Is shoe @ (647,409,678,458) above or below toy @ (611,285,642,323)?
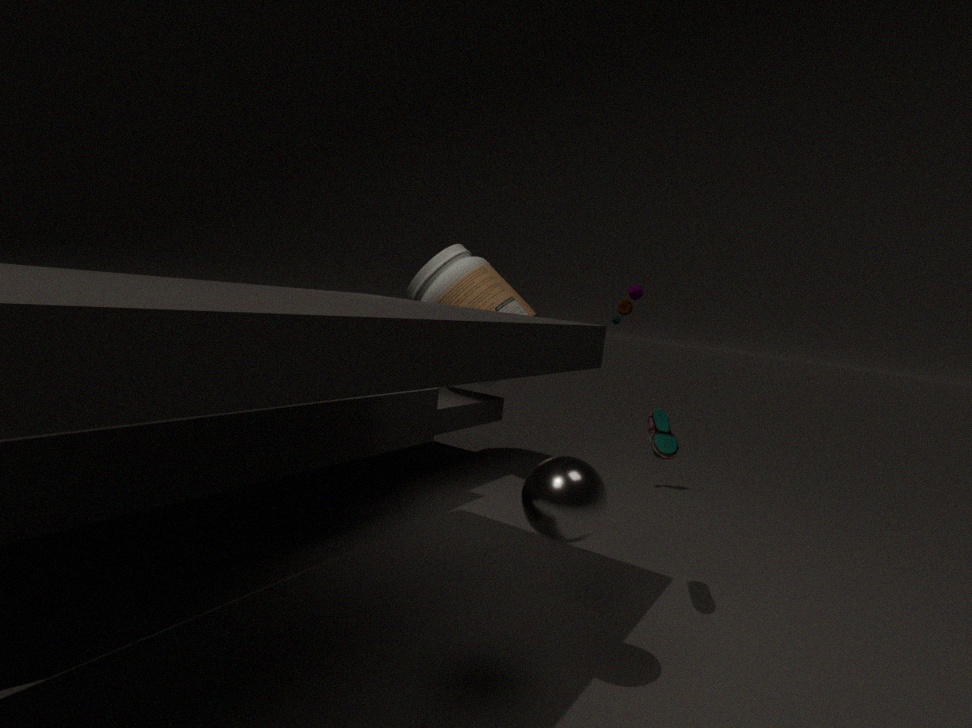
below
